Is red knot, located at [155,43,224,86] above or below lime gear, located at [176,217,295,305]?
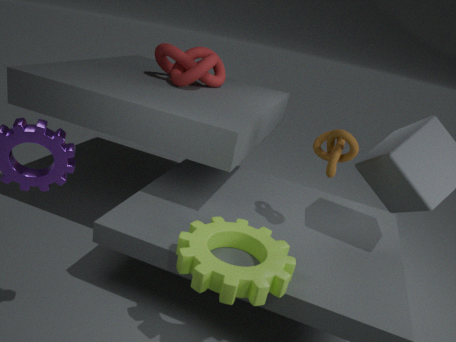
above
